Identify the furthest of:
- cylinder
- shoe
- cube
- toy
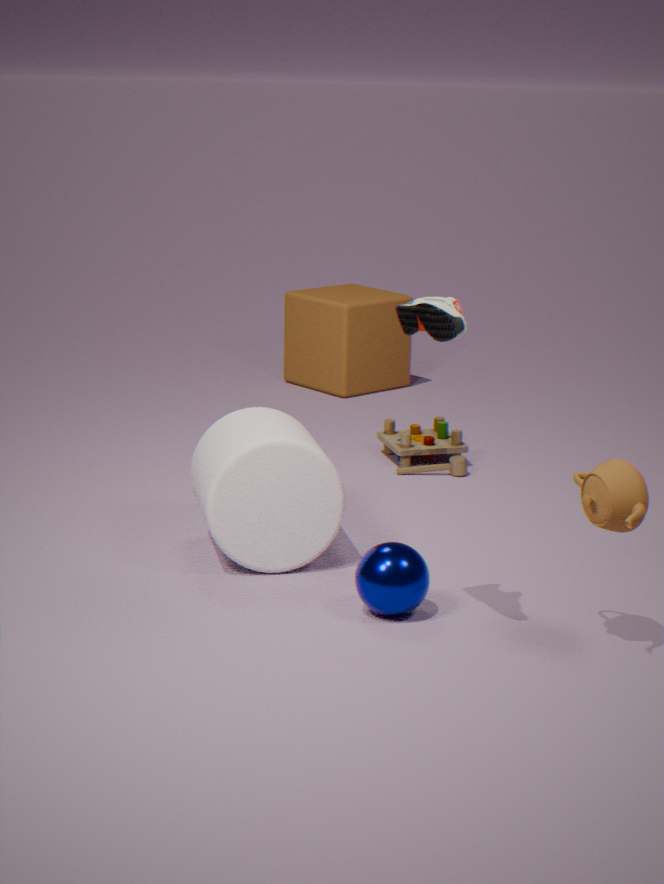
cube
